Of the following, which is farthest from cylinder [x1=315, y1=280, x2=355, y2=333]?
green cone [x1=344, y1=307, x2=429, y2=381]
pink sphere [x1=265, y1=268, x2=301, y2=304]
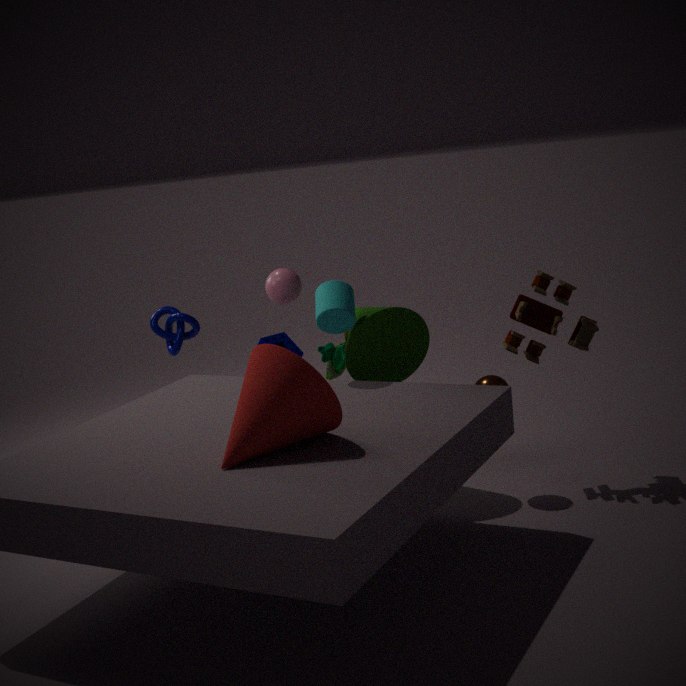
pink sphere [x1=265, y1=268, x2=301, y2=304]
